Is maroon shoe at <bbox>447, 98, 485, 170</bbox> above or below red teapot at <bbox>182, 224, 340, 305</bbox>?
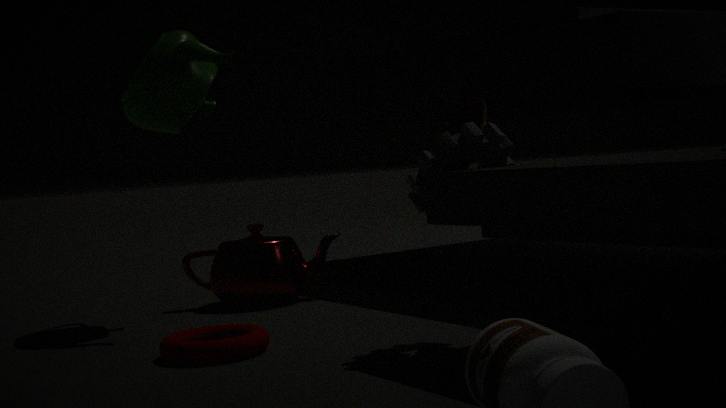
above
